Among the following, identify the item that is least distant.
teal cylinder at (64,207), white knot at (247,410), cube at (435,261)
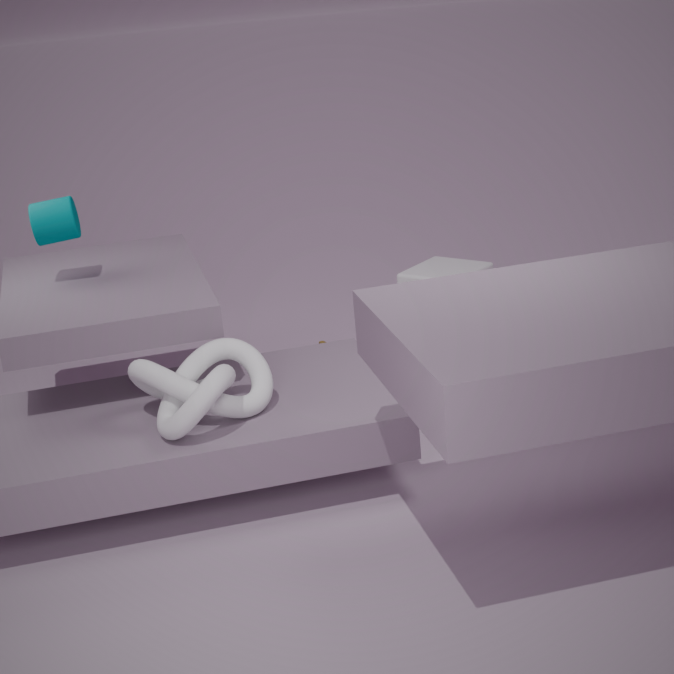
white knot at (247,410)
